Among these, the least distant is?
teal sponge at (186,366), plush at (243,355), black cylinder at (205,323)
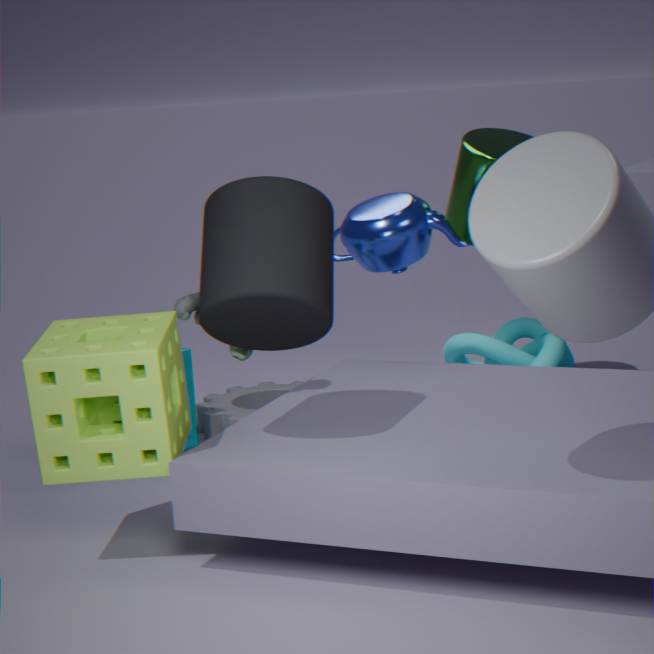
black cylinder at (205,323)
